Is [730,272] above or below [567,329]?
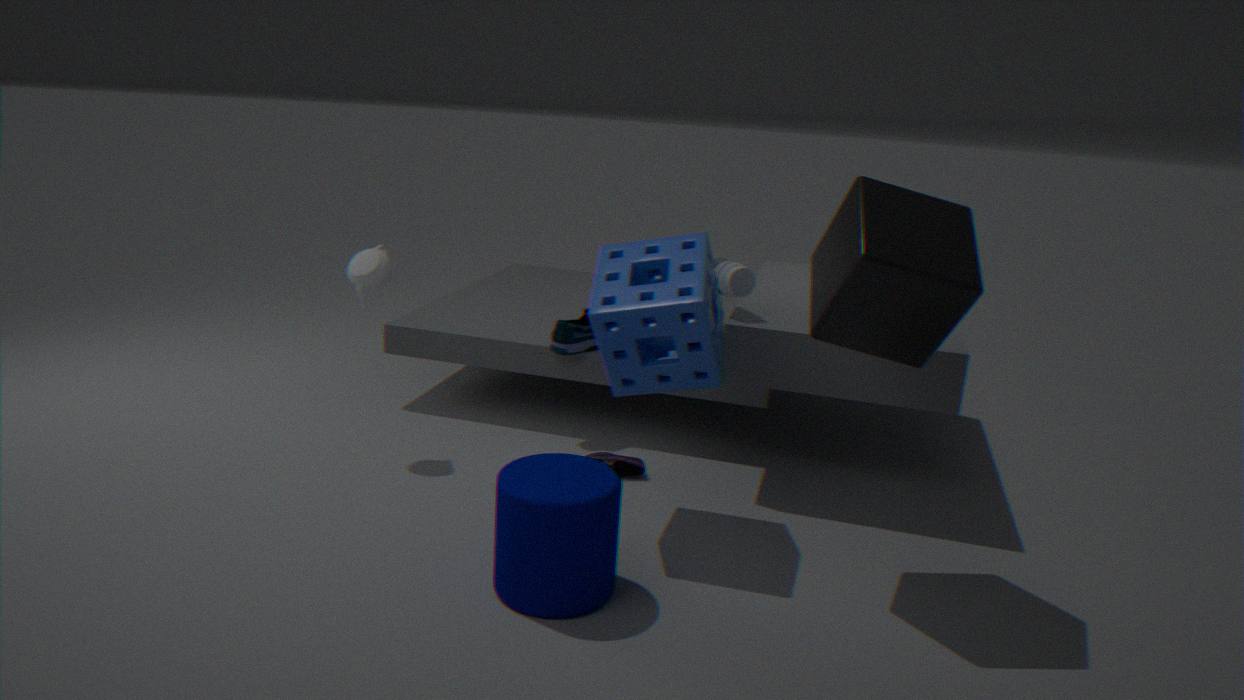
above
